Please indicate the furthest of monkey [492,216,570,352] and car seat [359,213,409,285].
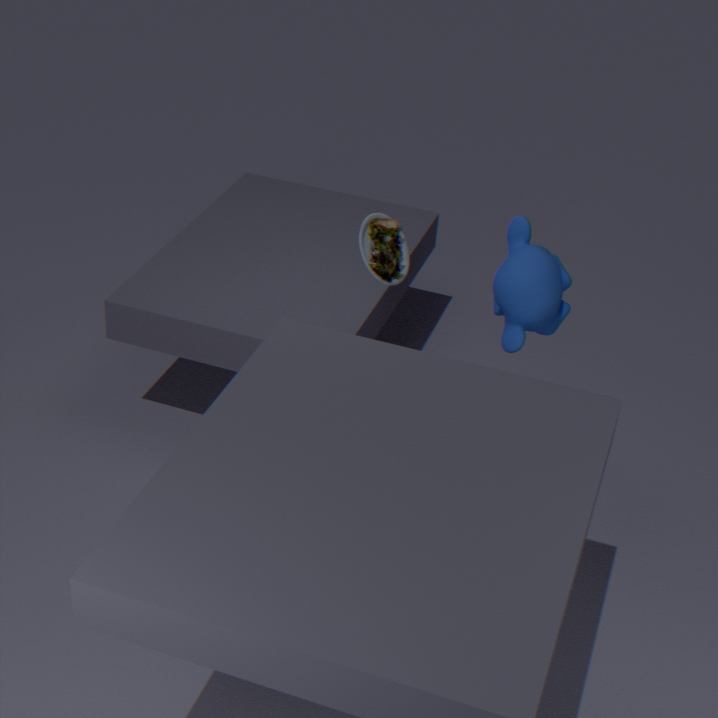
monkey [492,216,570,352]
